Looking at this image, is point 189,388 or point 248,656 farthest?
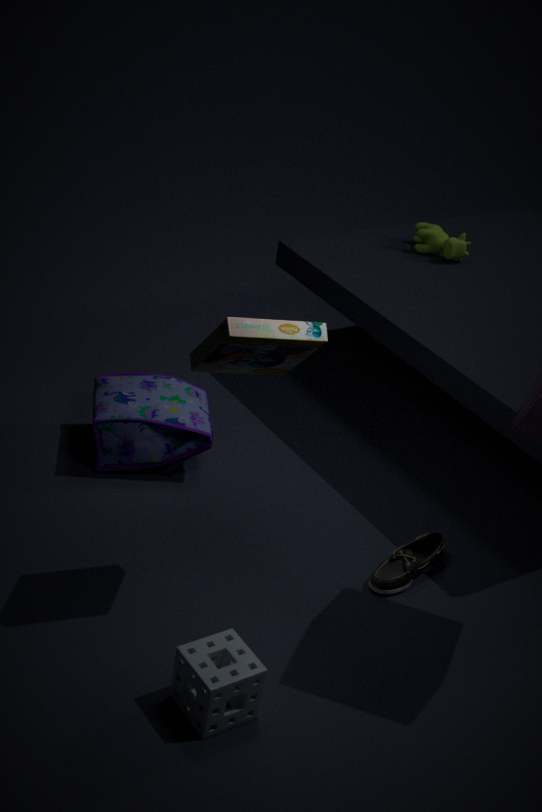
point 189,388
